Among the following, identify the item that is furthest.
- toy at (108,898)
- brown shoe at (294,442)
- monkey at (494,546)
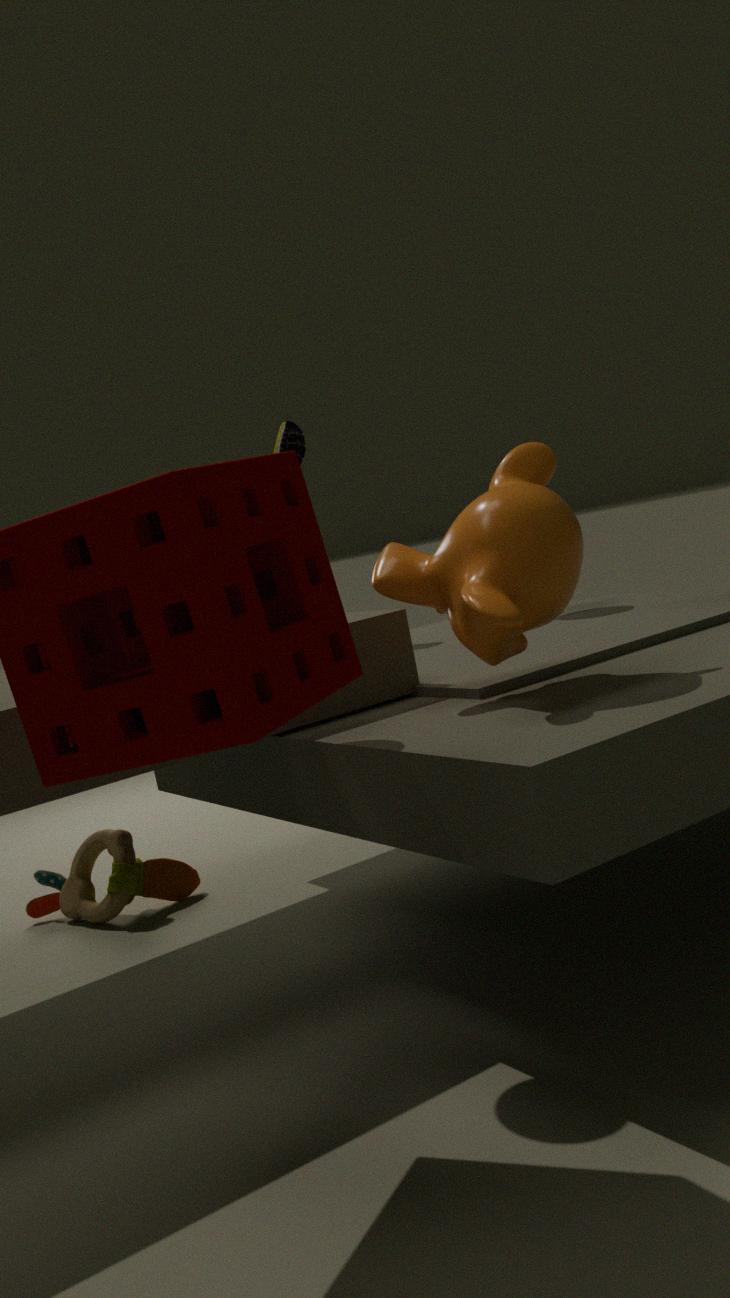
brown shoe at (294,442)
